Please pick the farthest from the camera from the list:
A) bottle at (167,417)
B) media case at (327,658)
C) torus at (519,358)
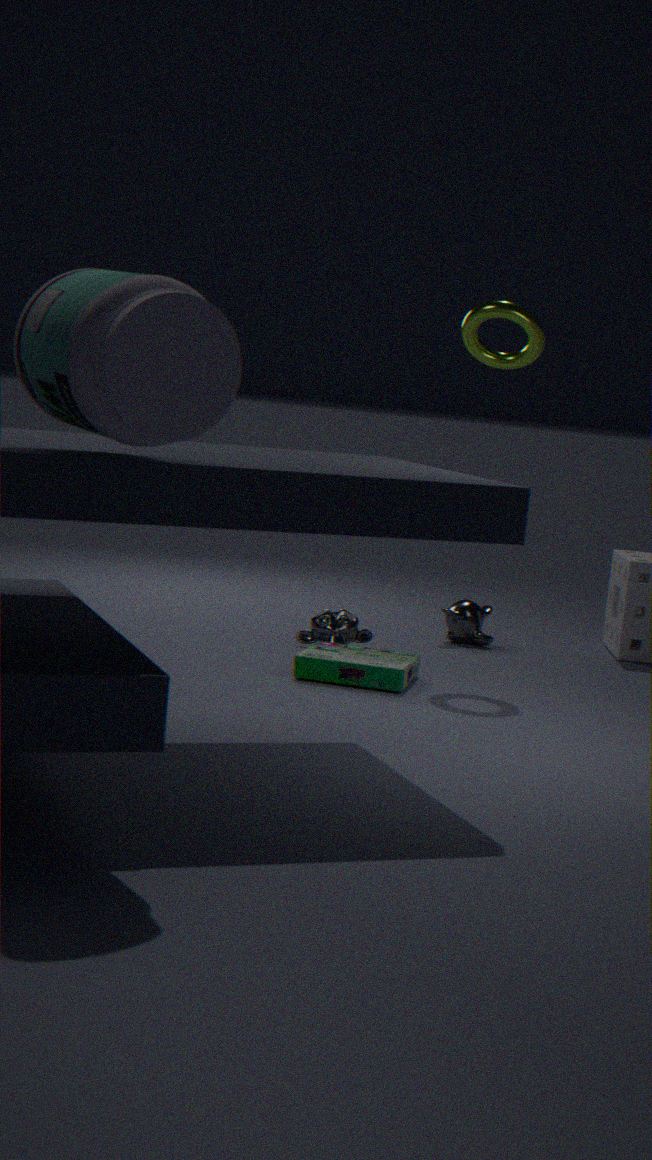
torus at (519,358)
